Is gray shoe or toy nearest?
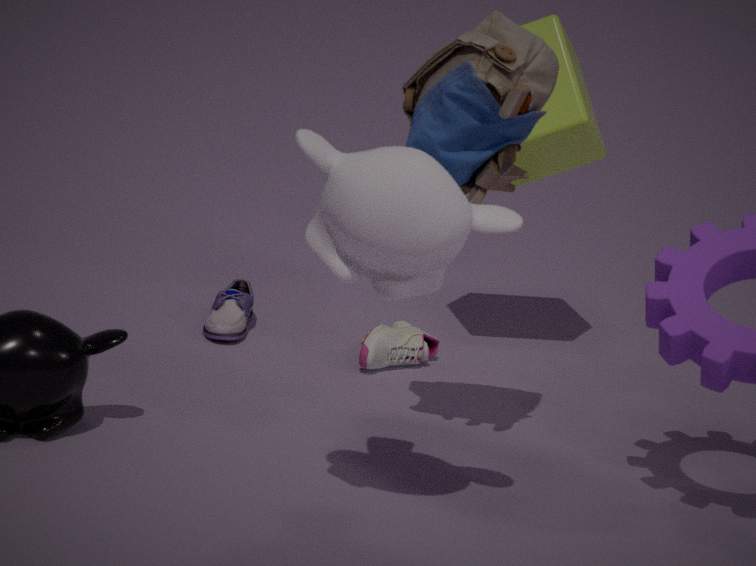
toy
